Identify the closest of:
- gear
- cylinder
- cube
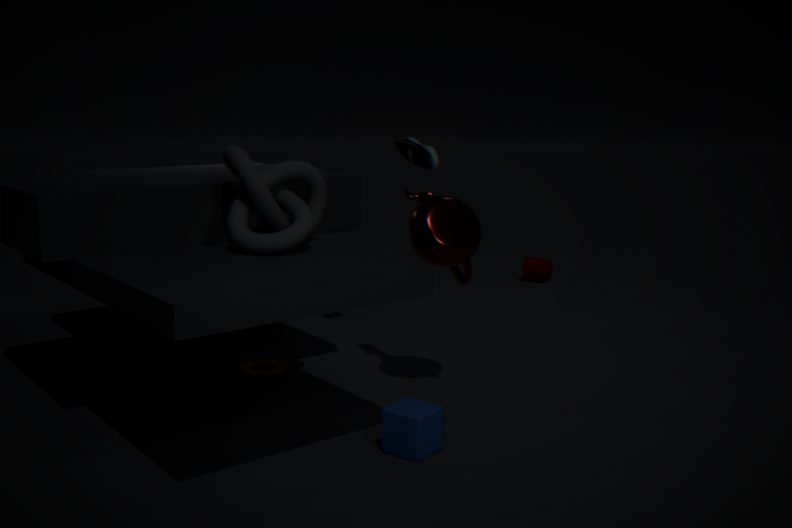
cube
